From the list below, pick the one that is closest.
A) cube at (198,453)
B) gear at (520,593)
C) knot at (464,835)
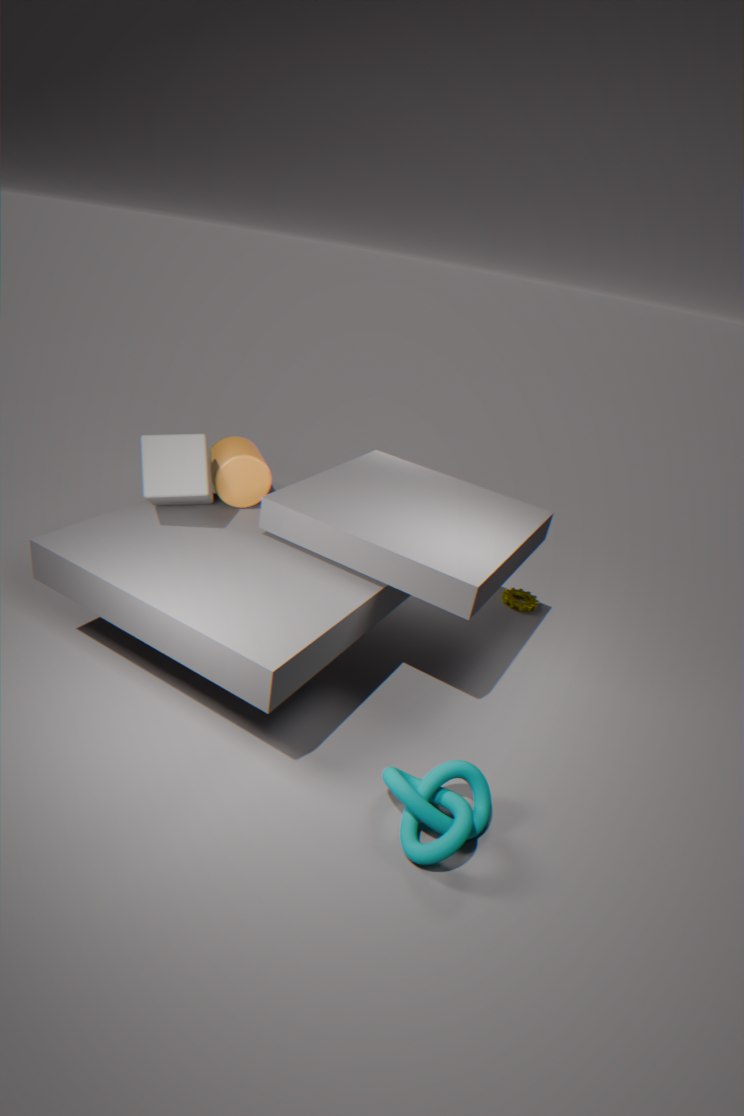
knot at (464,835)
